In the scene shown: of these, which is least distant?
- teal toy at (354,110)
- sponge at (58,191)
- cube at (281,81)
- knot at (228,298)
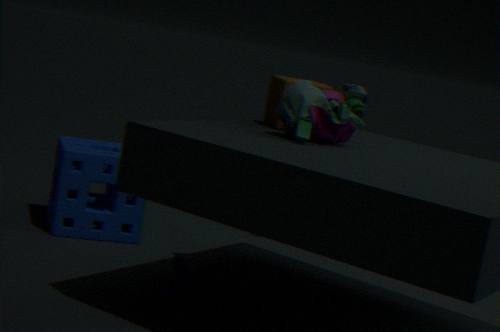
teal toy at (354,110)
